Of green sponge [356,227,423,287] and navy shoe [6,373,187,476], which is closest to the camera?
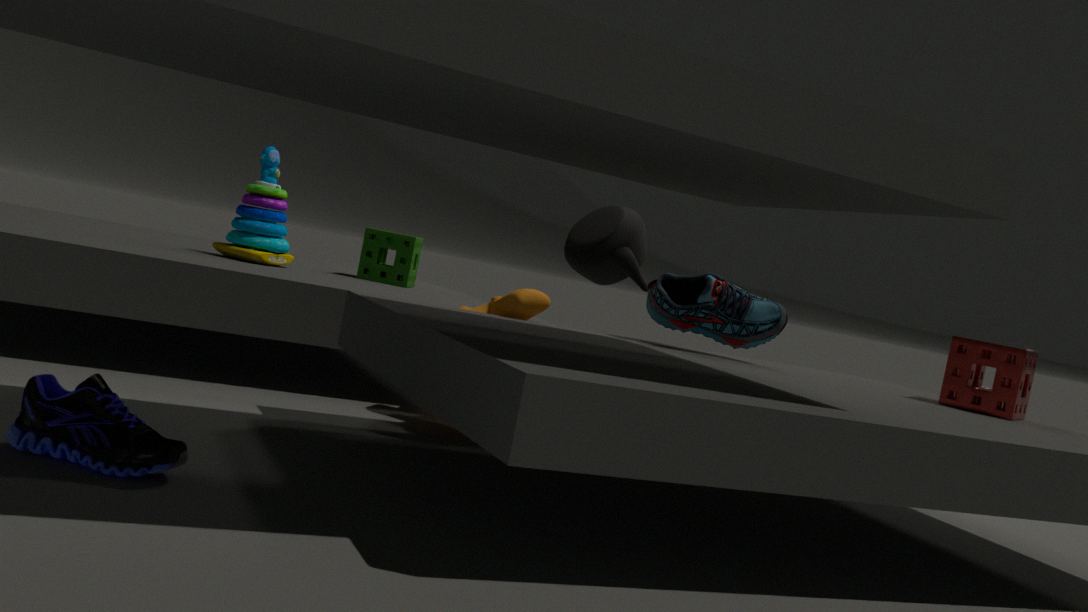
navy shoe [6,373,187,476]
